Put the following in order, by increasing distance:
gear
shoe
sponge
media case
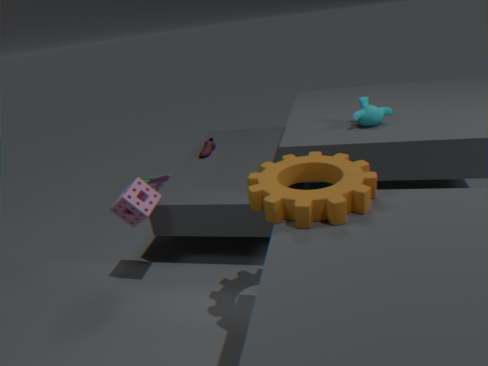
gear
sponge
shoe
media case
